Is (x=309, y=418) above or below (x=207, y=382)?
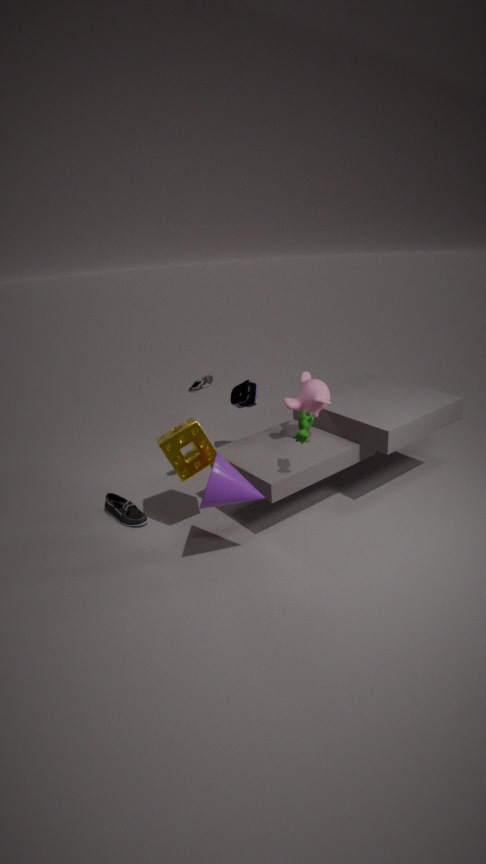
below
